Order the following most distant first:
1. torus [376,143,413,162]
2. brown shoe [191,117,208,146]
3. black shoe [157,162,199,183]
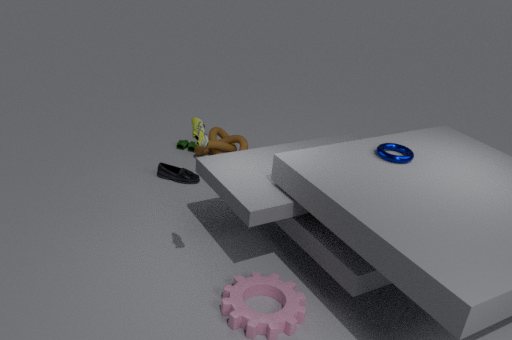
black shoe [157,162,199,183] < torus [376,143,413,162] < brown shoe [191,117,208,146]
